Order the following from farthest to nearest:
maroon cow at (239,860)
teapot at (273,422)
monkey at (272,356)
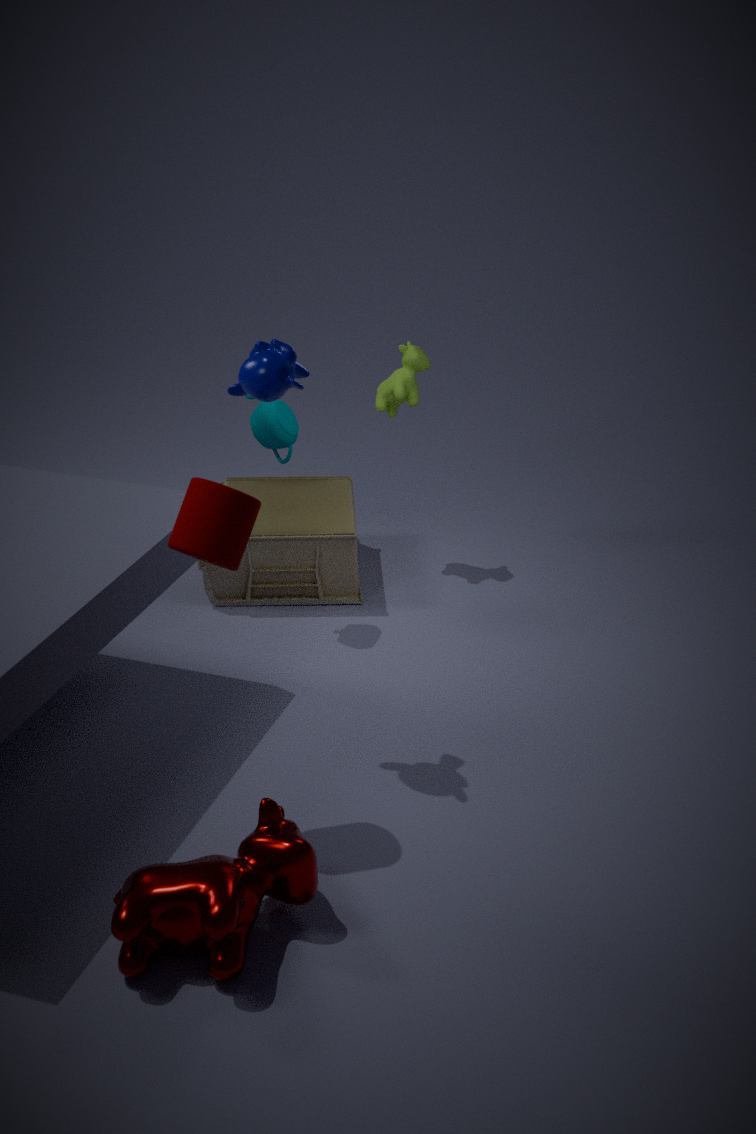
1. teapot at (273,422)
2. monkey at (272,356)
3. maroon cow at (239,860)
